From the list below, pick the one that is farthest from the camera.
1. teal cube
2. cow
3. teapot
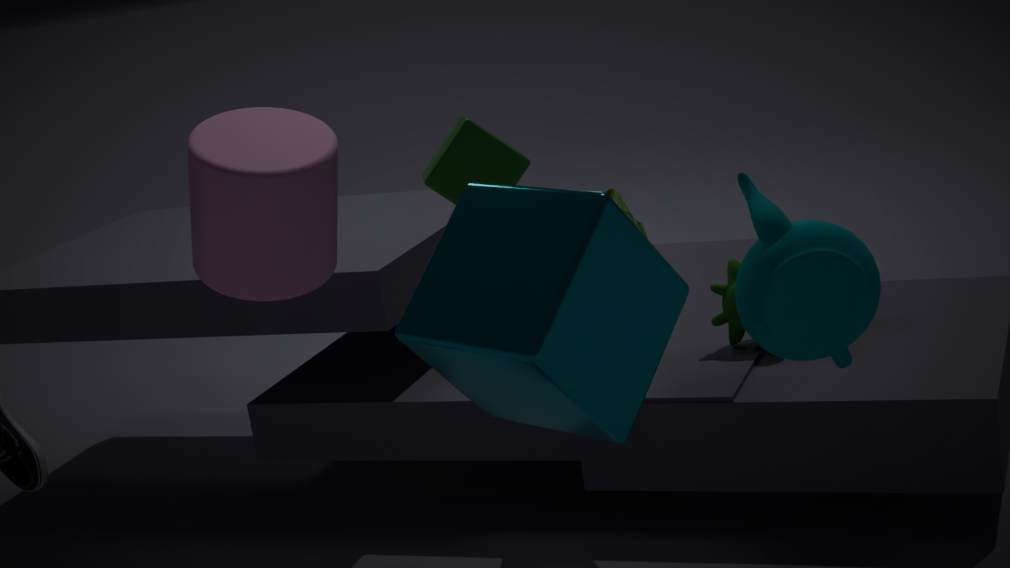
cow
